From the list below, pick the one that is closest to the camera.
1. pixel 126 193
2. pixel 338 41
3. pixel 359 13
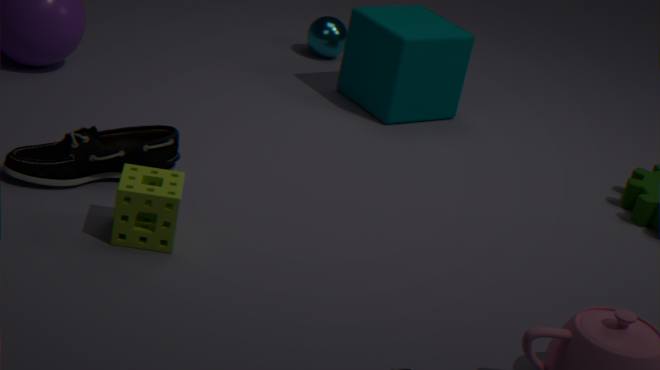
pixel 126 193
